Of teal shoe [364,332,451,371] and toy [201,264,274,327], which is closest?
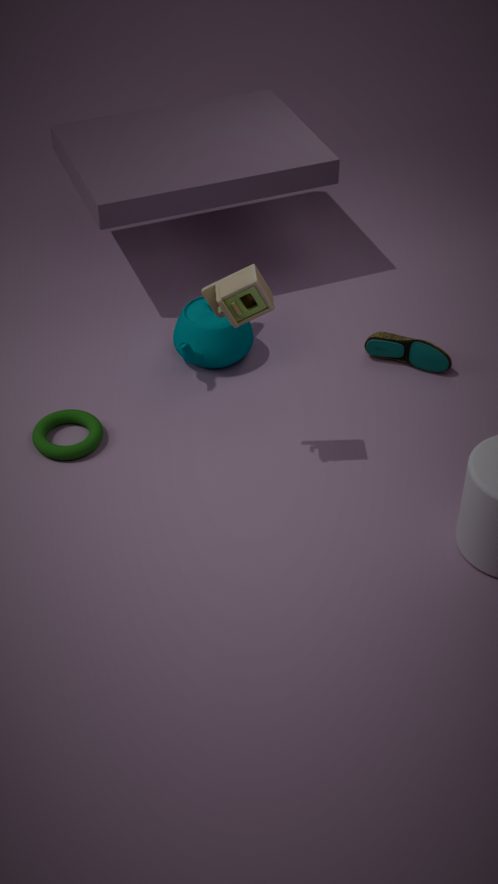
toy [201,264,274,327]
